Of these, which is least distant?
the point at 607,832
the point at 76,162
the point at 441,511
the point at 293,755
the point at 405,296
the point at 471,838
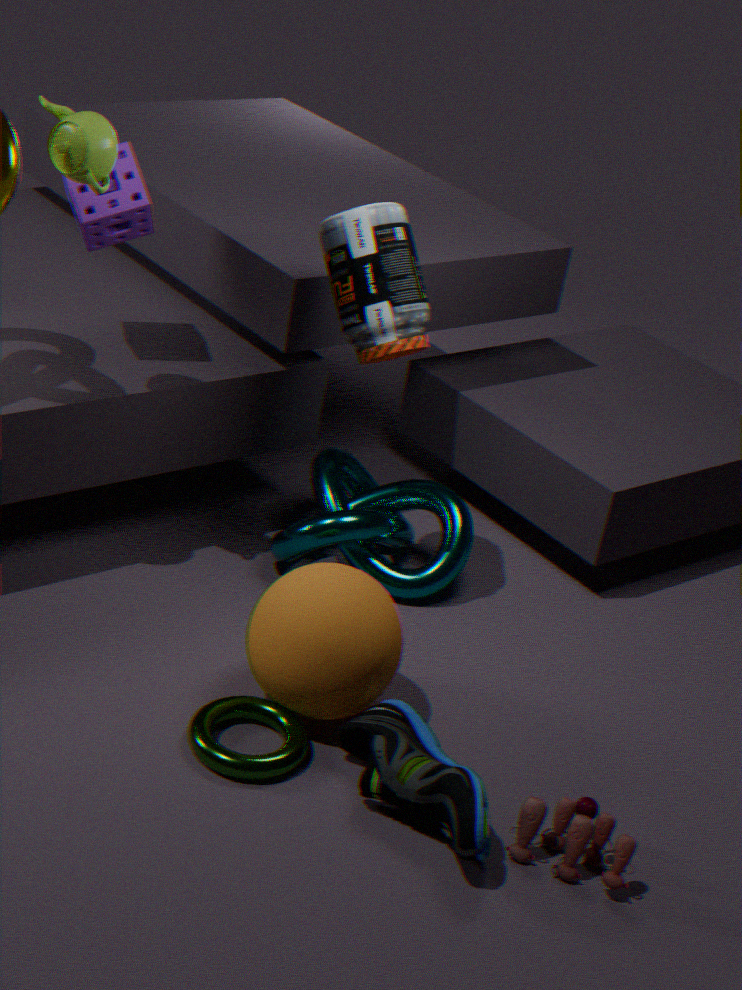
the point at 471,838
